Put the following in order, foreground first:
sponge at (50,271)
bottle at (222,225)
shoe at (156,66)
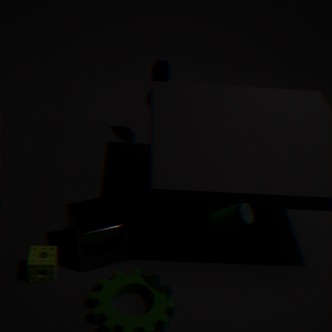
bottle at (222,225) → sponge at (50,271) → shoe at (156,66)
